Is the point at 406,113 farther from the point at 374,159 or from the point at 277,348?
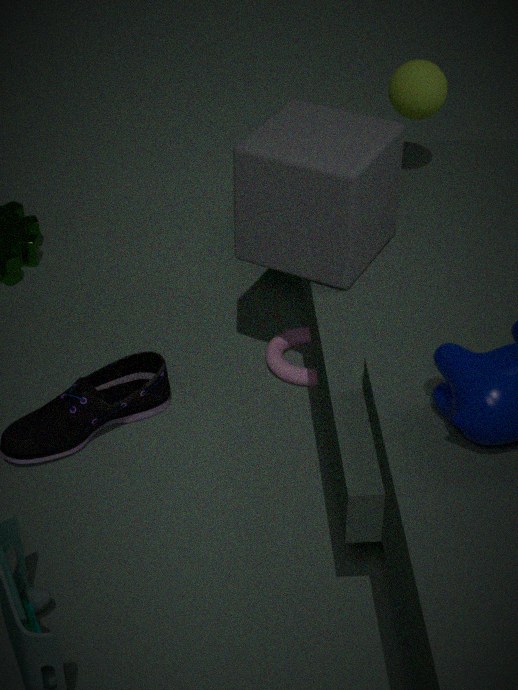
the point at 277,348
